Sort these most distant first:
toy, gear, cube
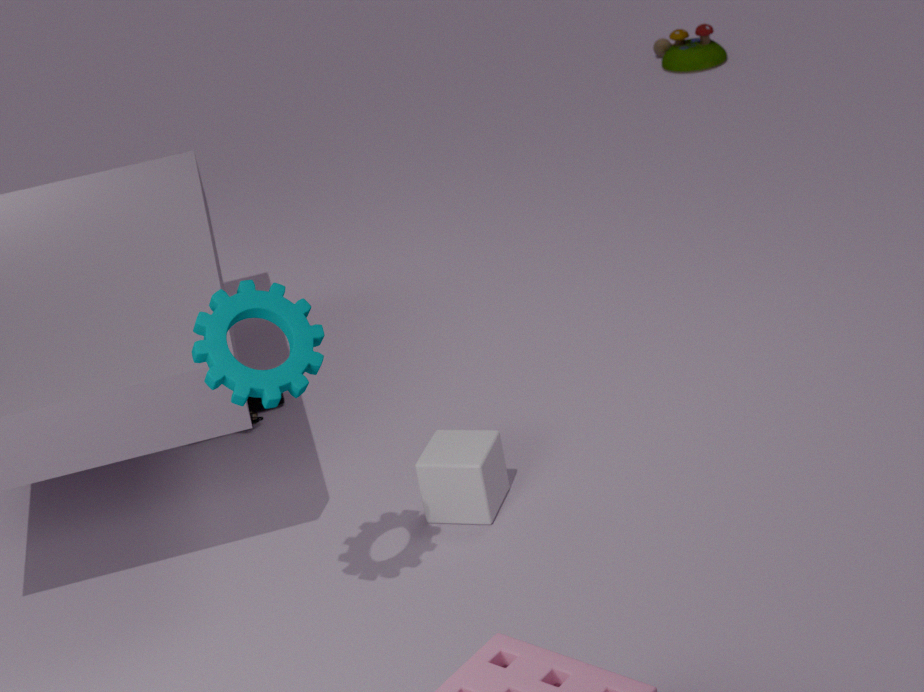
toy < cube < gear
